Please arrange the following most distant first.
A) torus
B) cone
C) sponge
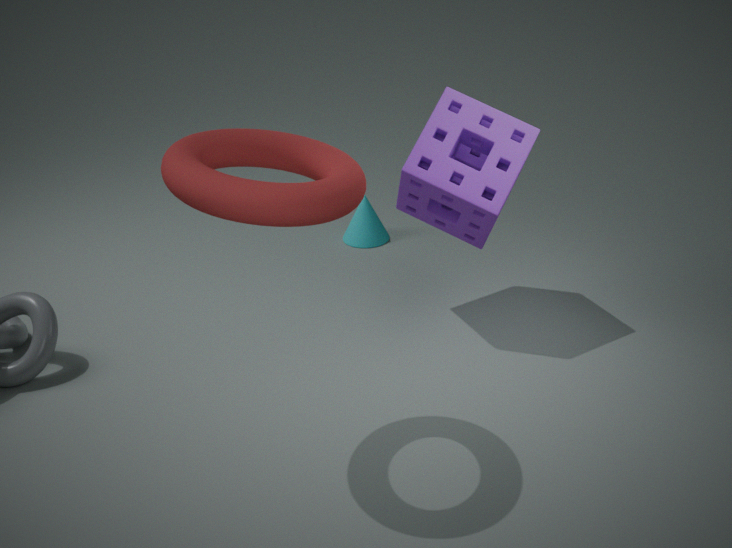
1. B. cone
2. C. sponge
3. A. torus
